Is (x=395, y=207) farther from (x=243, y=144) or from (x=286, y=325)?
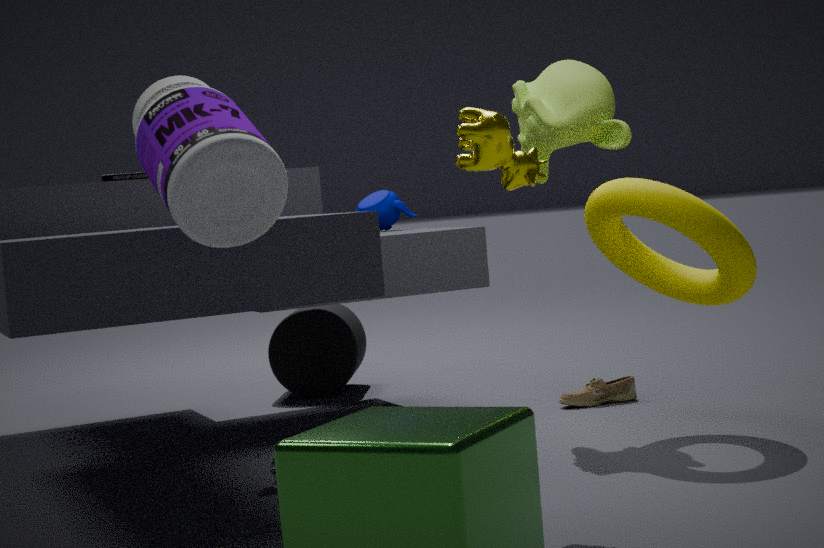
(x=243, y=144)
